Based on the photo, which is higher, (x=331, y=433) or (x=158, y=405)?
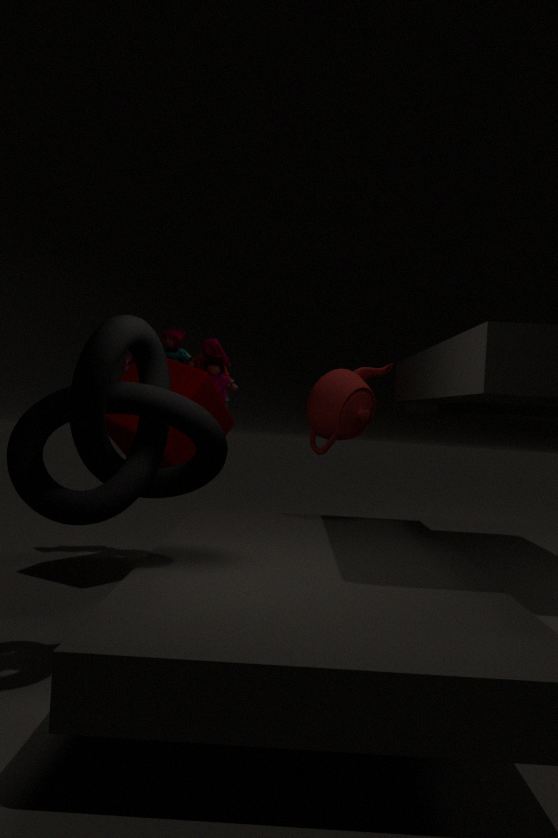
(x=331, y=433)
